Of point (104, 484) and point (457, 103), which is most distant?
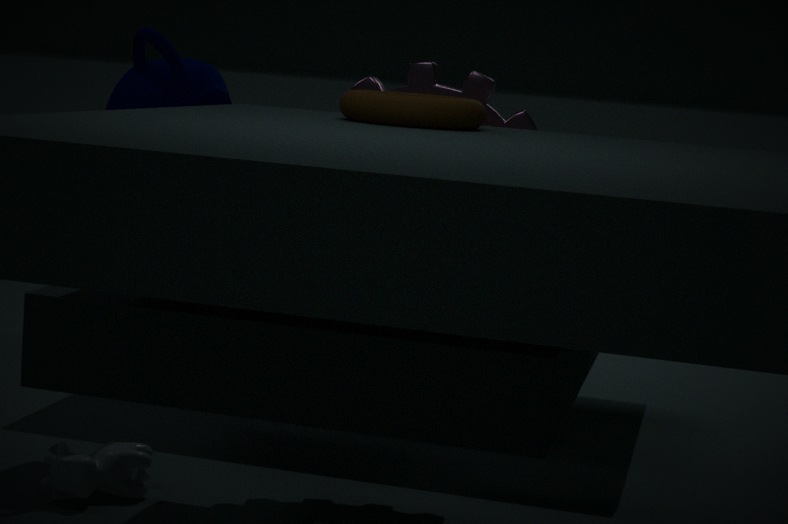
point (104, 484)
